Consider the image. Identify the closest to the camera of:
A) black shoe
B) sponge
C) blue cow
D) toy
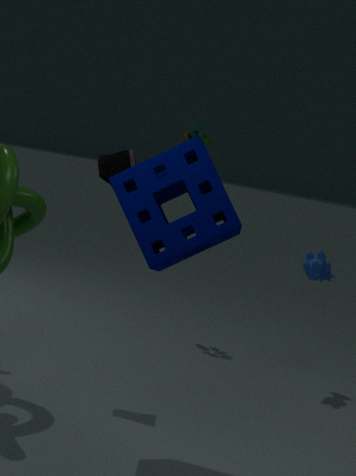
sponge
